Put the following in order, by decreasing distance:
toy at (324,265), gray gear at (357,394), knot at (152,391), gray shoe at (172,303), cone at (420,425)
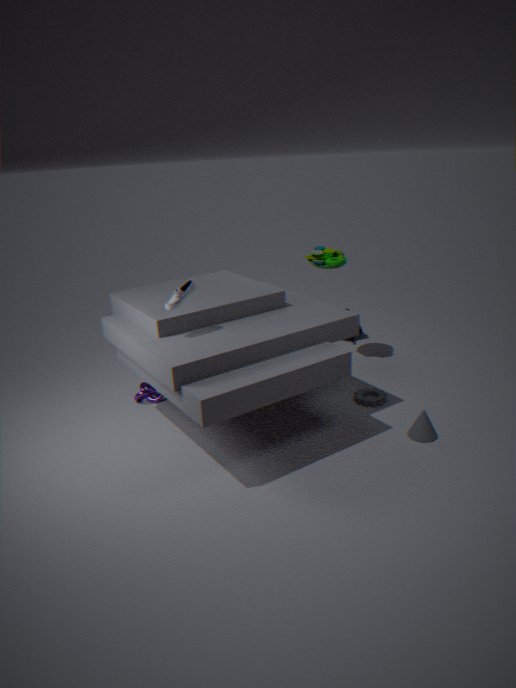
toy at (324,265)
knot at (152,391)
gray gear at (357,394)
cone at (420,425)
gray shoe at (172,303)
